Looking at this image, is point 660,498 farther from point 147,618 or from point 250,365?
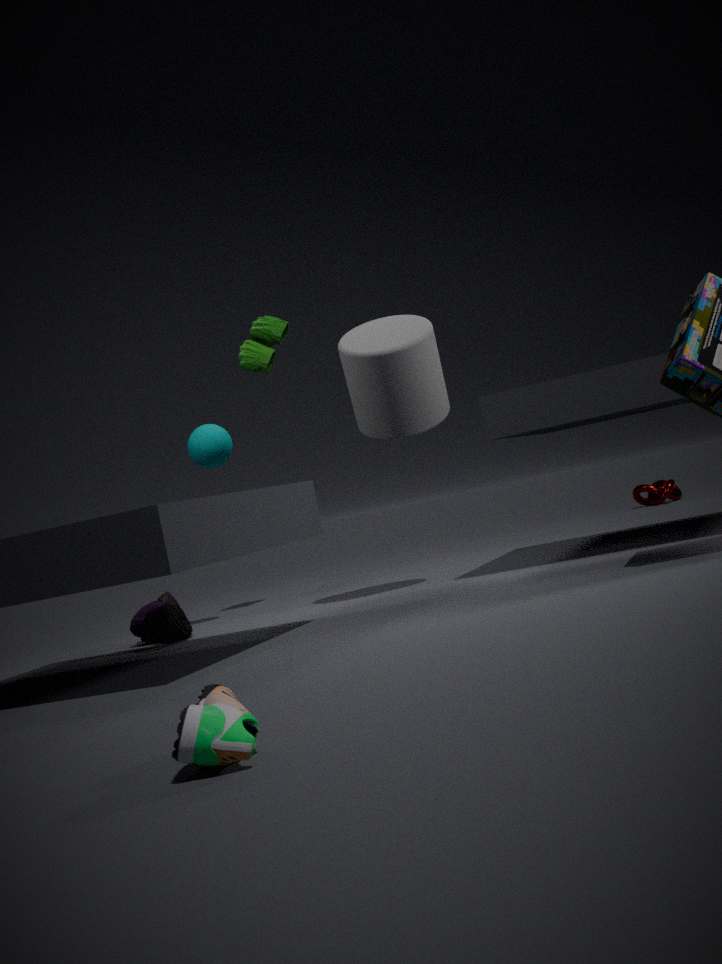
point 147,618
